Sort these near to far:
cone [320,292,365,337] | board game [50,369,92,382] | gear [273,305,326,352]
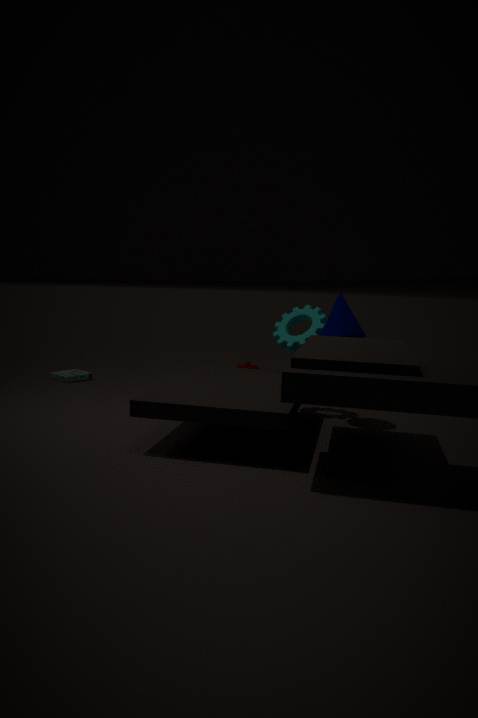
cone [320,292,365,337] < gear [273,305,326,352] < board game [50,369,92,382]
